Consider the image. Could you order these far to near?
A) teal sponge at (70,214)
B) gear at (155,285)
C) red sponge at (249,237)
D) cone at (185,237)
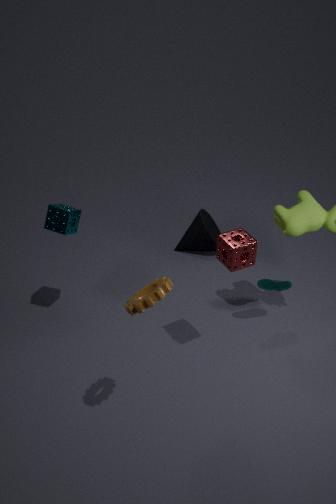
cone at (185,237) → teal sponge at (70,214) → red sponge at (249,237) → gear at (155,285)
